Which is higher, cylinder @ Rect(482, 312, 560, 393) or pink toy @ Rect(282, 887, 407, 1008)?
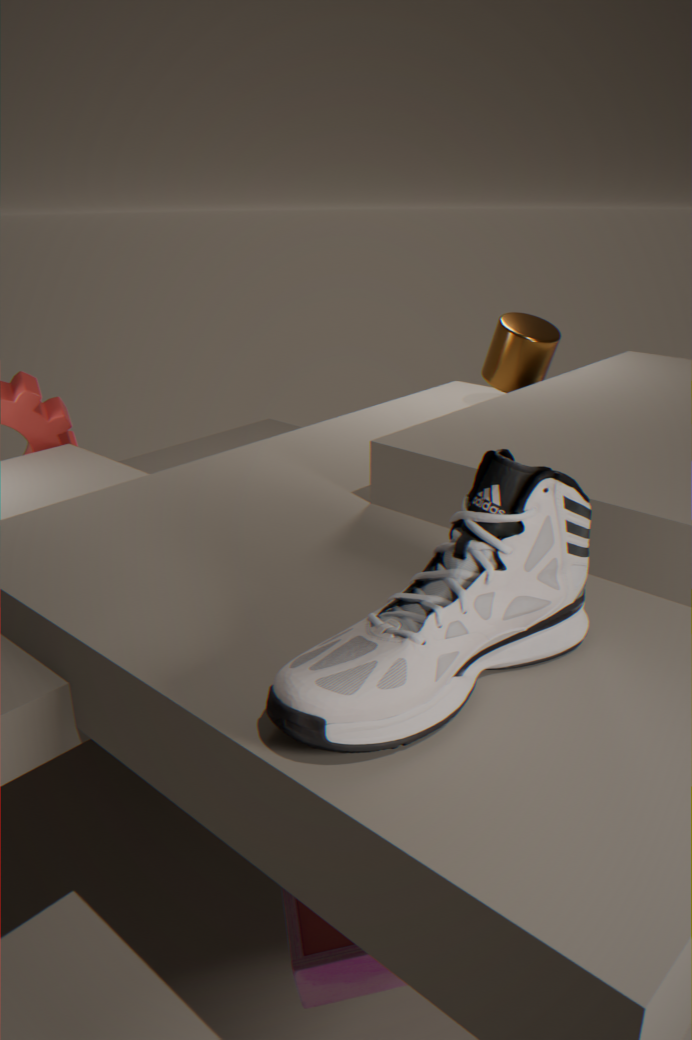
cylinder @ Rect(482, 312, 560, 393)
